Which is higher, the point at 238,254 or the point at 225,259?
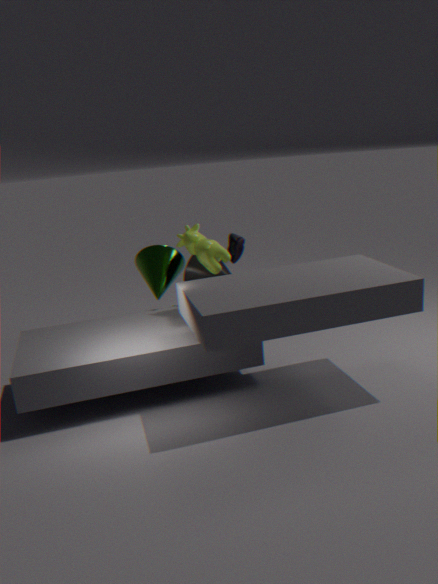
the point at 225,259
